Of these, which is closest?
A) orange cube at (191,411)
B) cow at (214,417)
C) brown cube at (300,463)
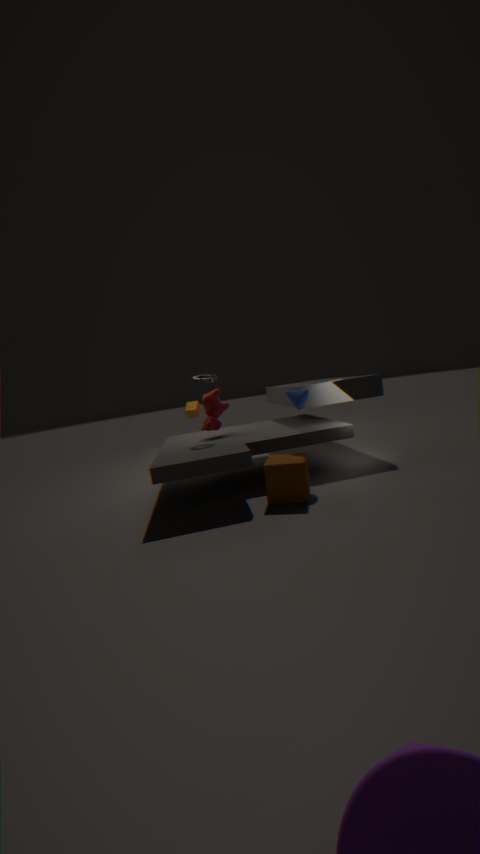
brown cube at (300,463)
